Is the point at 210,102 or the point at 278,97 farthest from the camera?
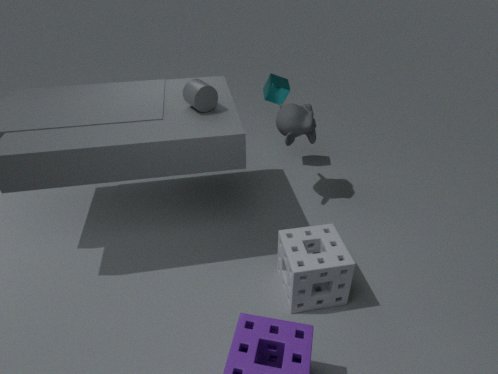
the point at 278,97
